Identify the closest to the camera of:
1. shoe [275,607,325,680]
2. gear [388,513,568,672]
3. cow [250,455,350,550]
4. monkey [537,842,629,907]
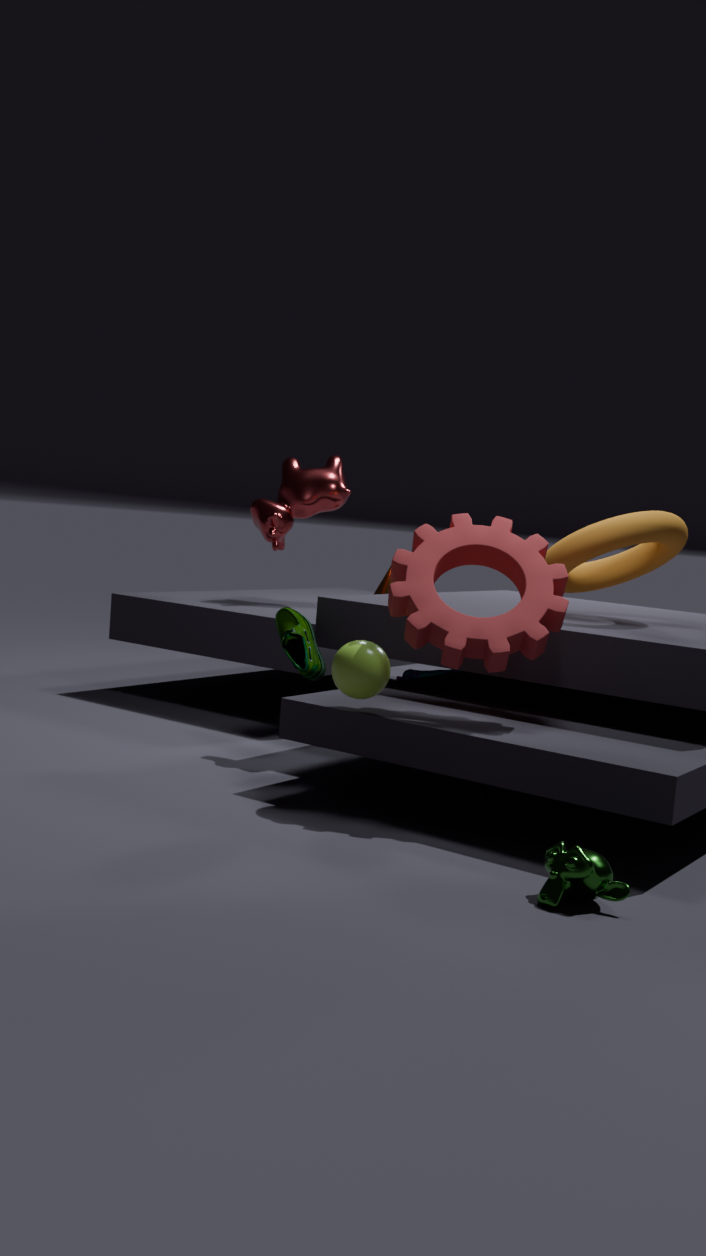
monkey [537,842,629,907]
